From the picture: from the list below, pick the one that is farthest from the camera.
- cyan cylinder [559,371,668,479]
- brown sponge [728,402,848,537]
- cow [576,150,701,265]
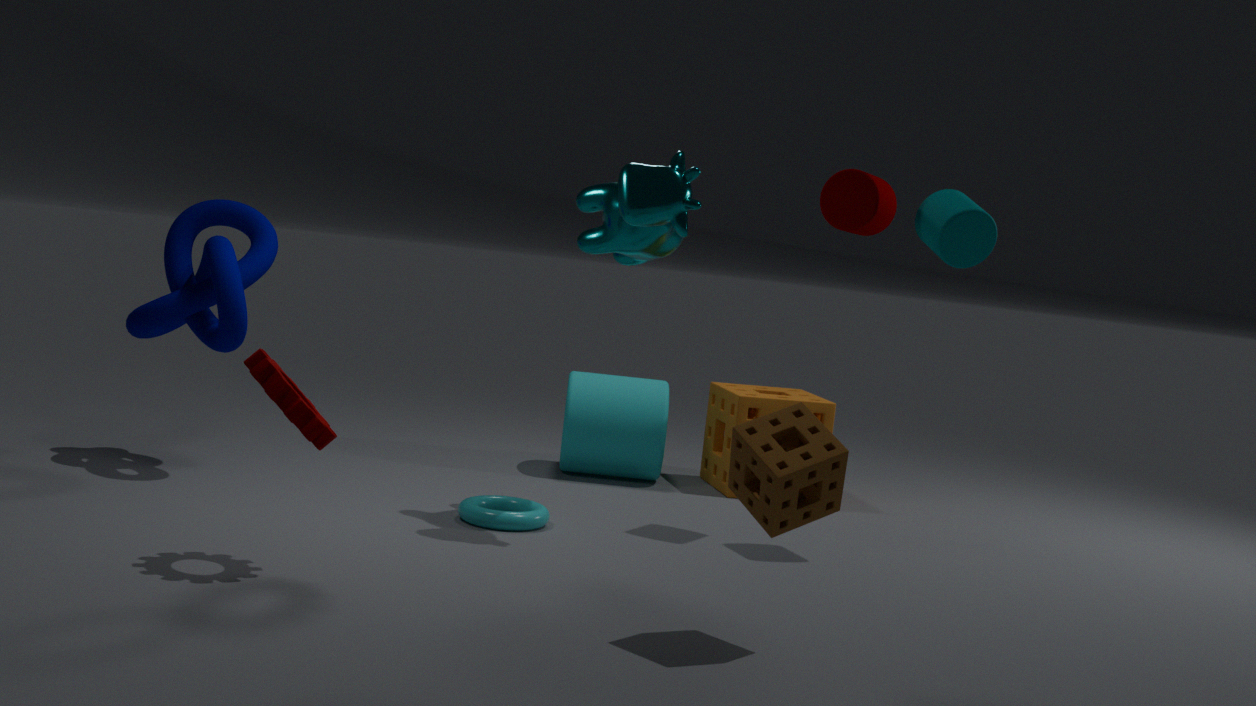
cyan cylinder [559,371,668,479]
